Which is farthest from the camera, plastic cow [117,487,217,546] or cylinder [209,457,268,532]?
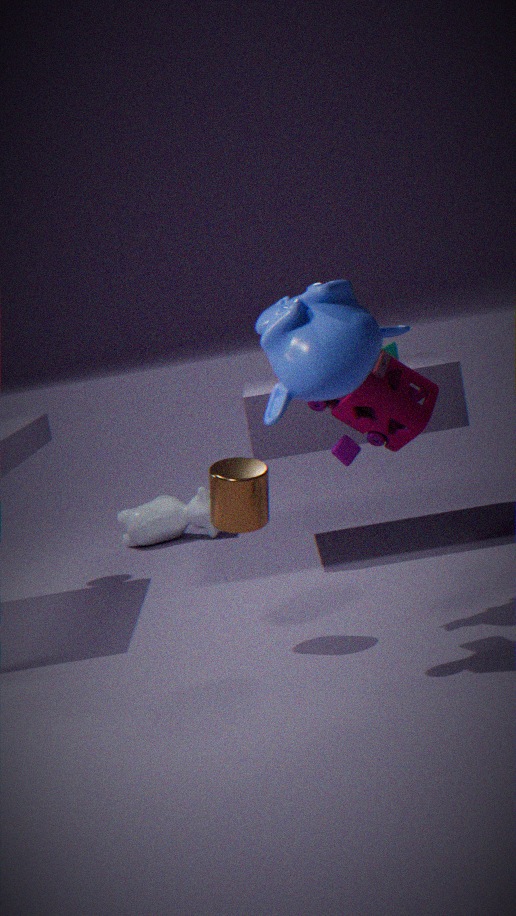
plastic cow [117,487,217,546]
